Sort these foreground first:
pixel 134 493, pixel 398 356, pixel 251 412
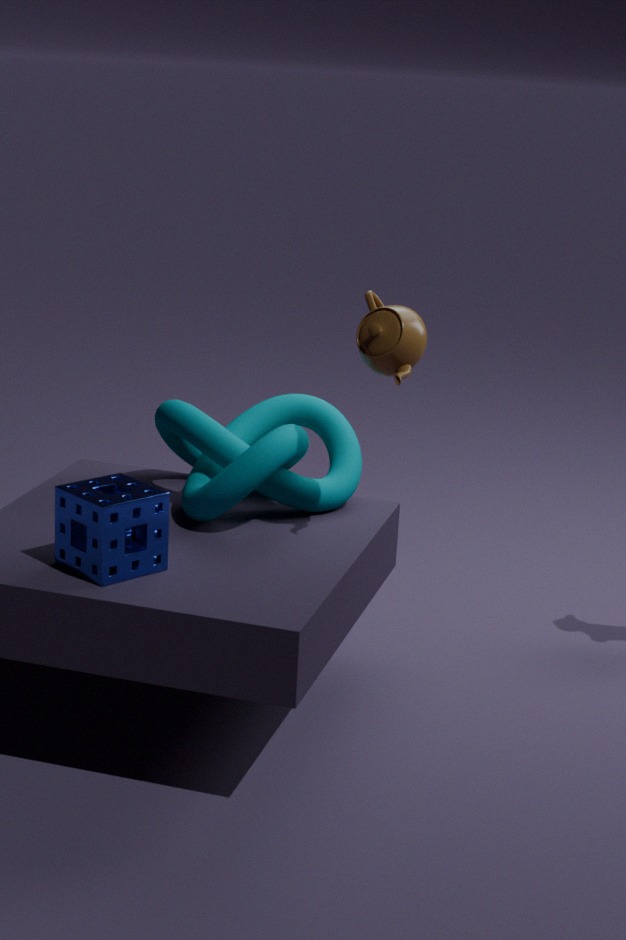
pixel 134 493
pixel 398 356
pixel 251 412
